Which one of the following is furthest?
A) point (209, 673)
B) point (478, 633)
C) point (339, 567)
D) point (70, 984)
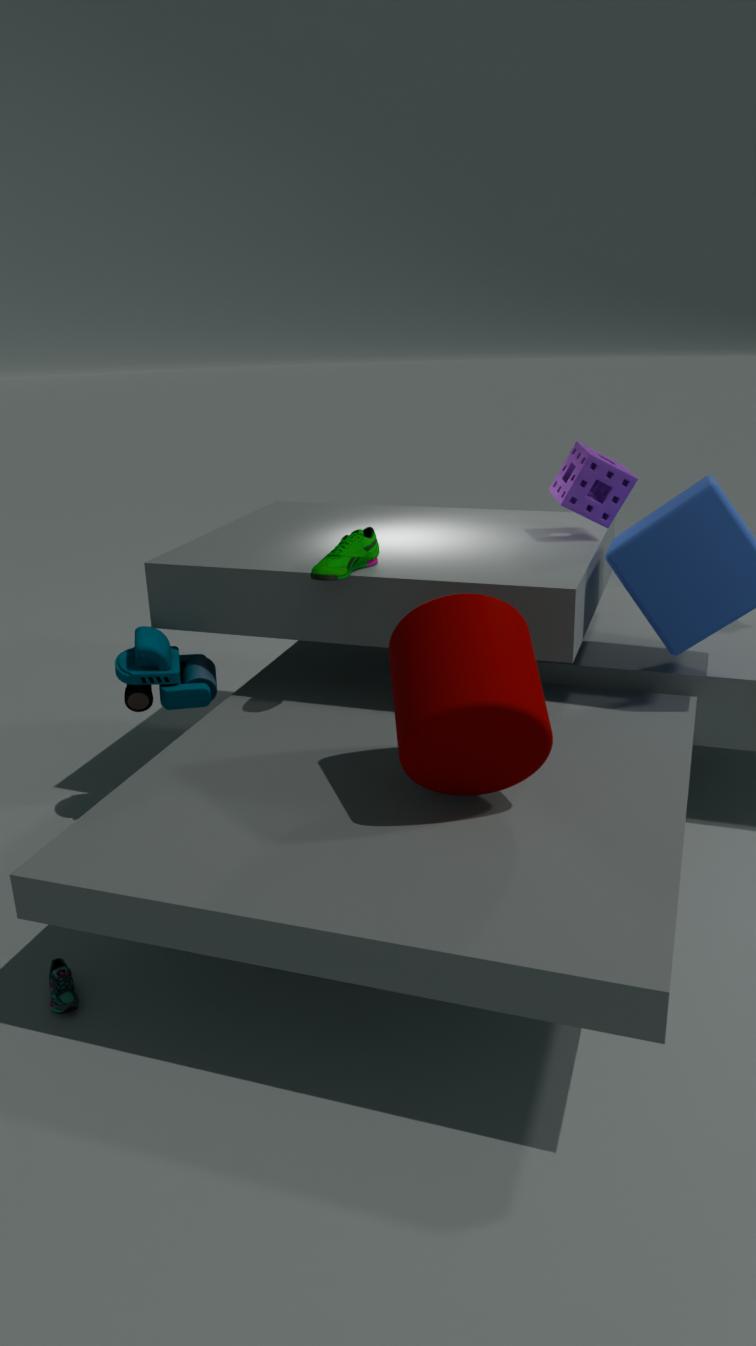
point (209, 673)
